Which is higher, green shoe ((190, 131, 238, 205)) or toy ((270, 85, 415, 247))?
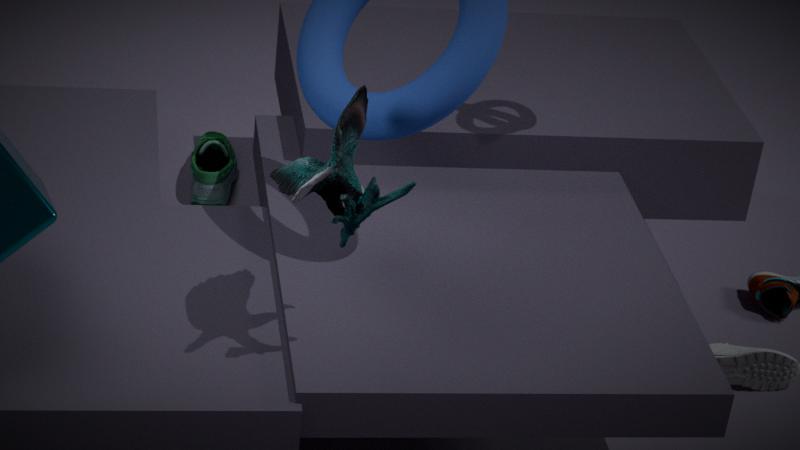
toy ((270, 85, 415, 247))
